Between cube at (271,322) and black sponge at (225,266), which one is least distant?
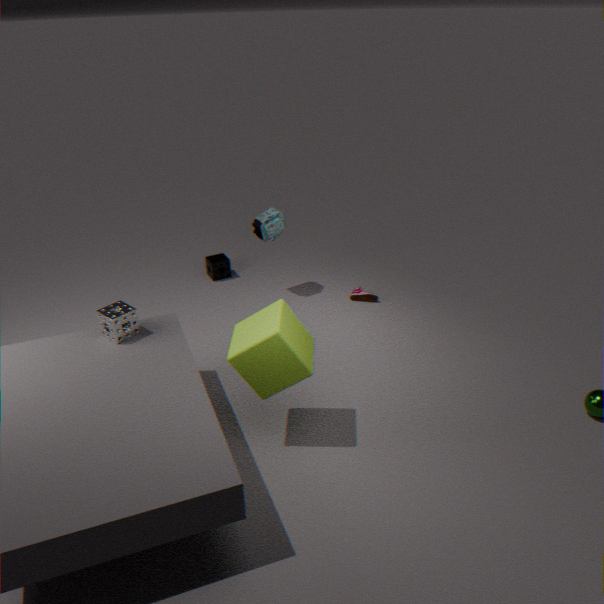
cube at (271,322)
